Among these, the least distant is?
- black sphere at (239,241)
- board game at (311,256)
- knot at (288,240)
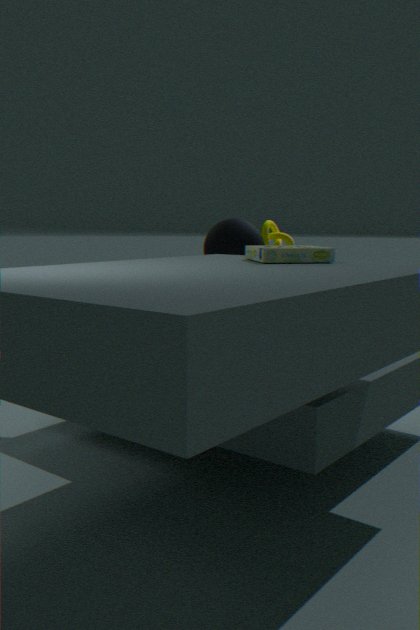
board game at (311,256)
